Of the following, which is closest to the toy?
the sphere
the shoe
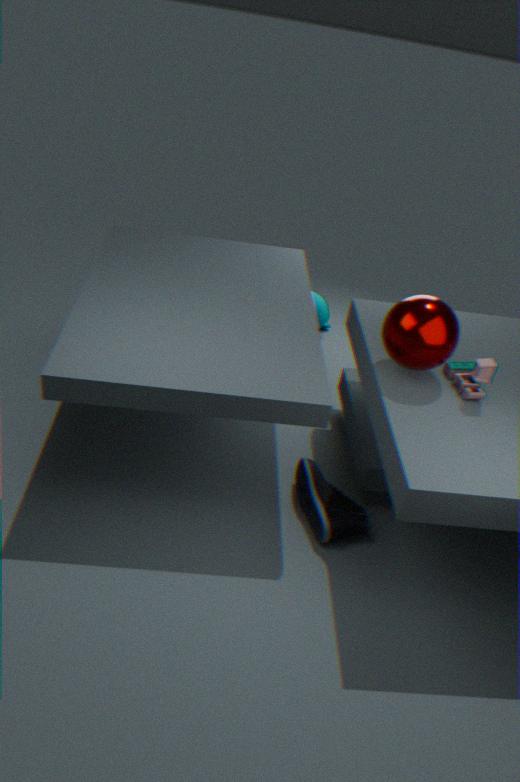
the sphere
